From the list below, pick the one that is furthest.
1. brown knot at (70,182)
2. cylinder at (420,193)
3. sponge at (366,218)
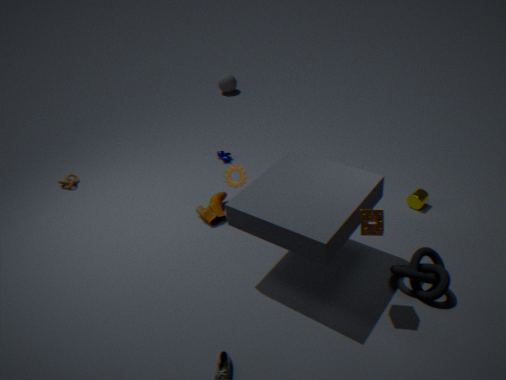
brown knot at (70,182)
